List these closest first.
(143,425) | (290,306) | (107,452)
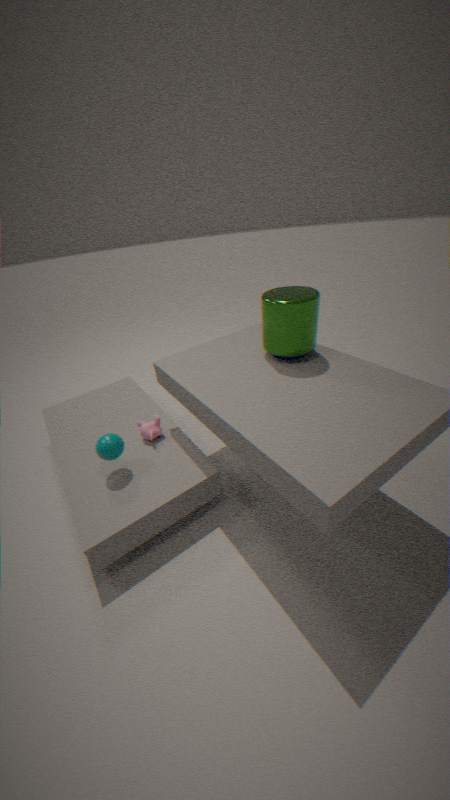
(290,306)
(107,452)
(143,425)
